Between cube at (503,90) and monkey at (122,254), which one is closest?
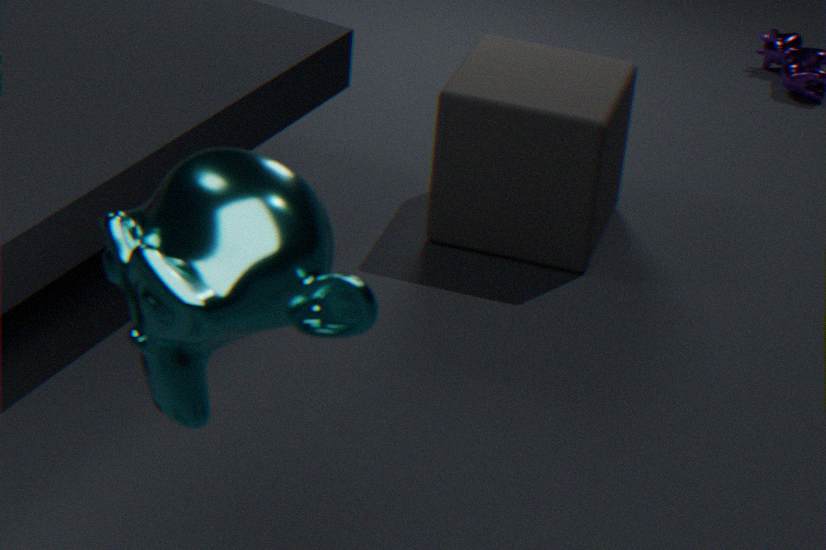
monkey at (122,254)
